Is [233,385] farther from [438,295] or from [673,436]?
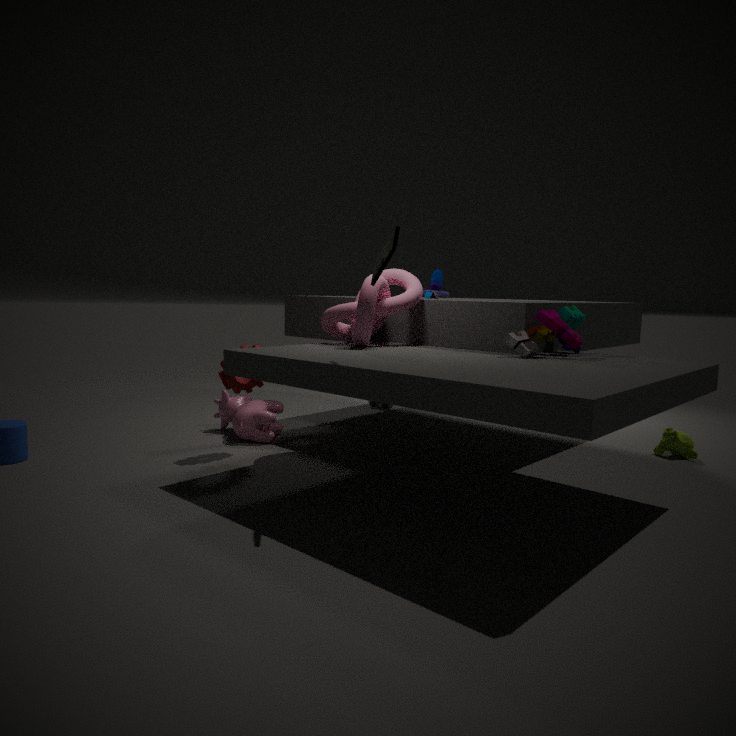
[673,436]
